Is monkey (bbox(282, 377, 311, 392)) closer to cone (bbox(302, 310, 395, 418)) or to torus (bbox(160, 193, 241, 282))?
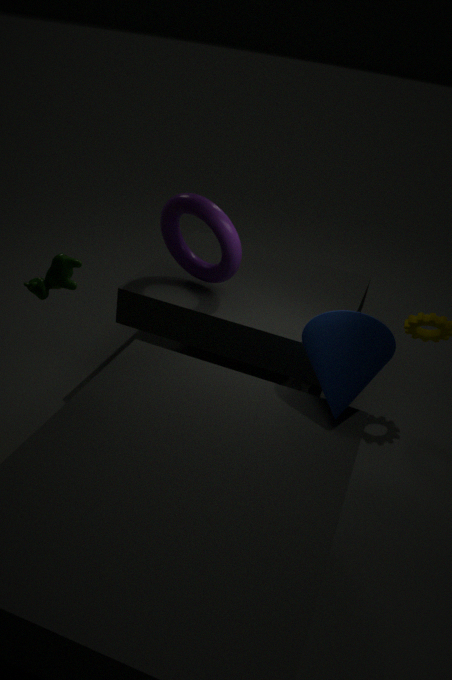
cone (bbox(302, 310, 395, 418))
